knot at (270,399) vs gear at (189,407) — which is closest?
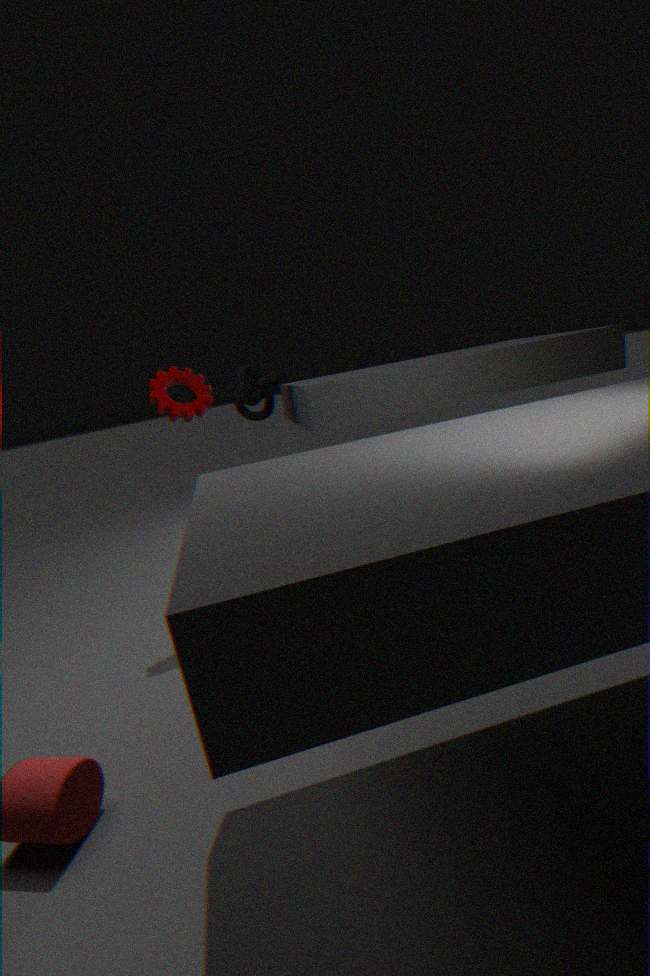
knot at (270,399)
